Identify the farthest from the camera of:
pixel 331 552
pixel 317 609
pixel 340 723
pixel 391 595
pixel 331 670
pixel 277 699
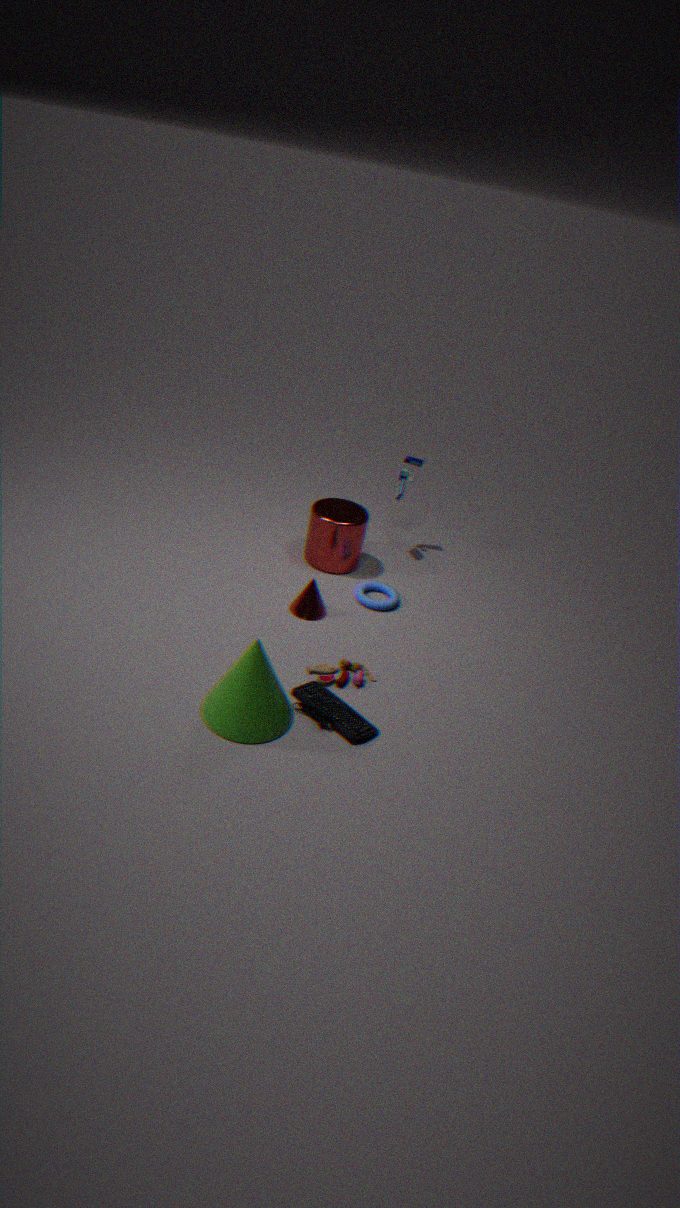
pixel 331 552
